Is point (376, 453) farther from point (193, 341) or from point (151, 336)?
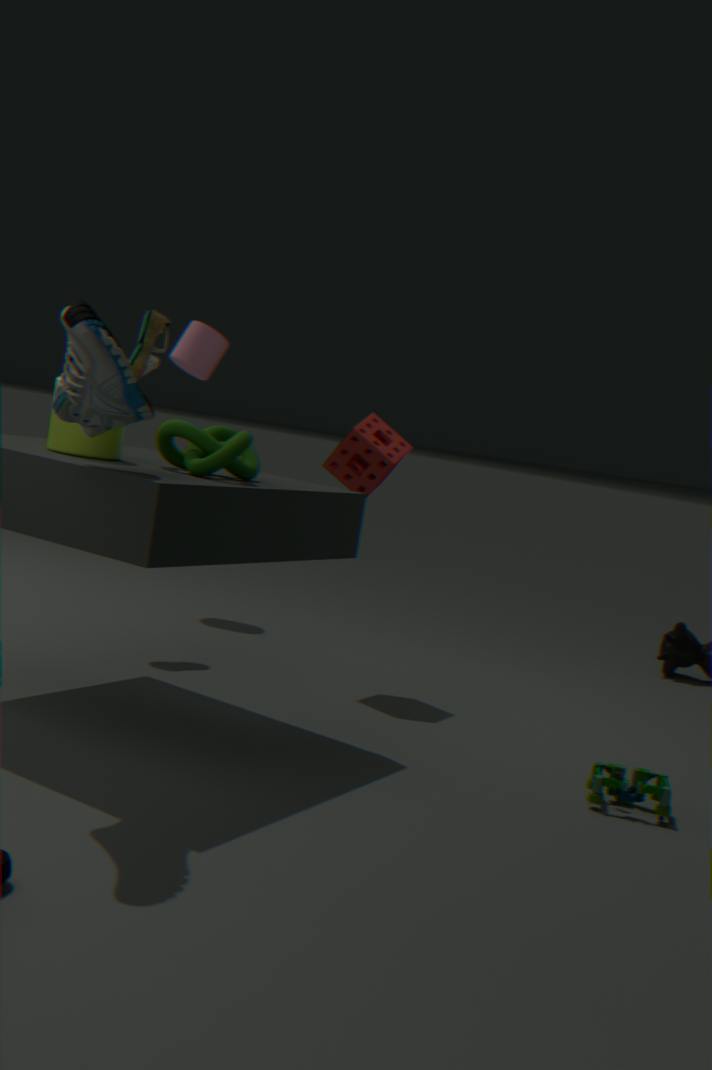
point (193, 341)
